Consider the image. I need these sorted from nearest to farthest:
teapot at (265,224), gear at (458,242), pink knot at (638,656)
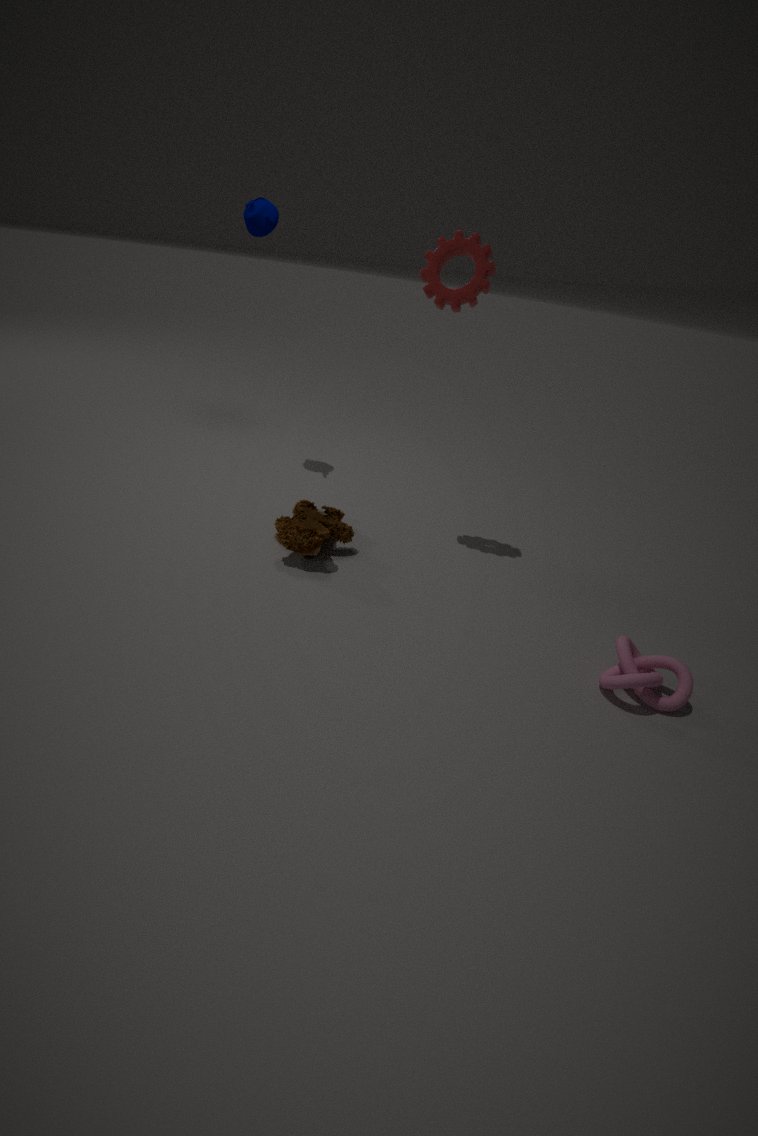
pink knot at (638,656), gear at (458,242), teapot at (265,224)
